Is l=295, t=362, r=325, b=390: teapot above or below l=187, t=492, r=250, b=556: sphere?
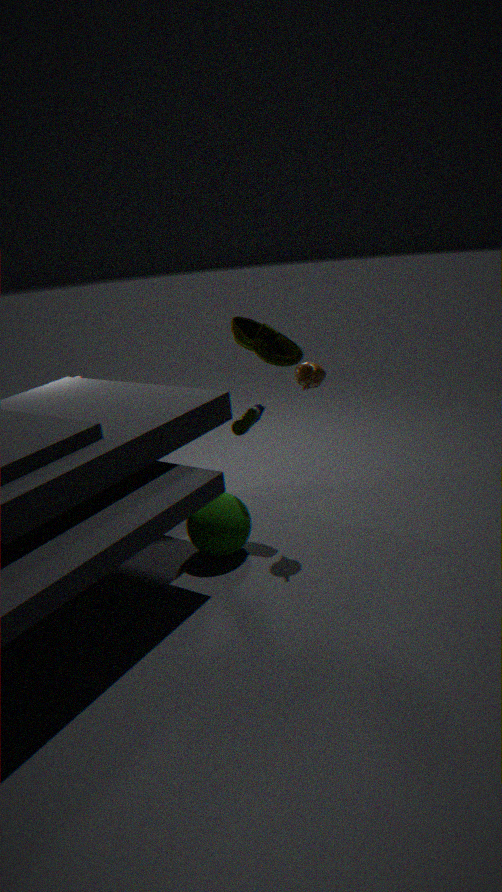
Answer: above
